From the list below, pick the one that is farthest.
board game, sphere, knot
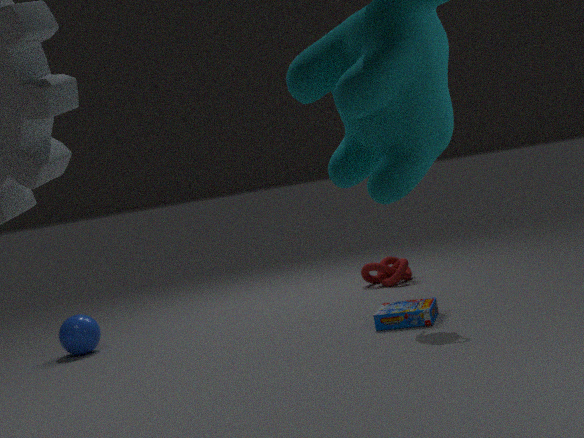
knot
